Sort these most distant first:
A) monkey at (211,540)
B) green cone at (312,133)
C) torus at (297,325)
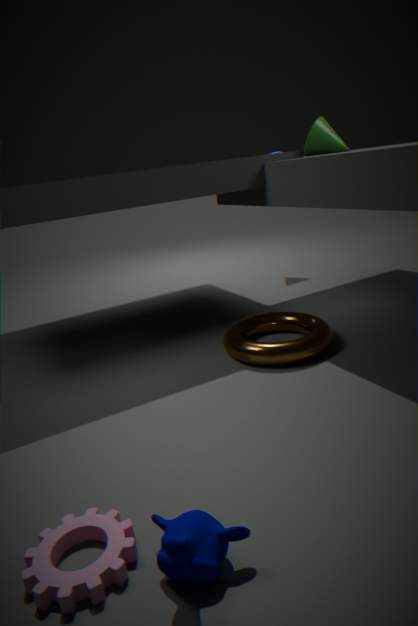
green cone at (312,133), torus at (297,325), monkey at (211,540)
